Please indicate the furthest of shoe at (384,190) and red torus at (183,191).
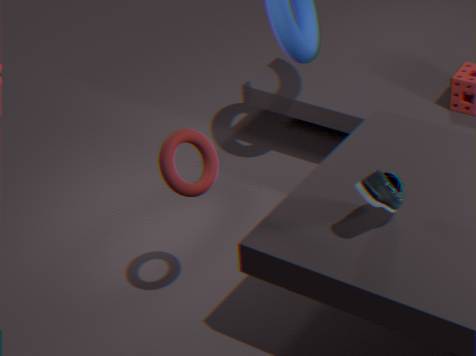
red torus at (183,191)
